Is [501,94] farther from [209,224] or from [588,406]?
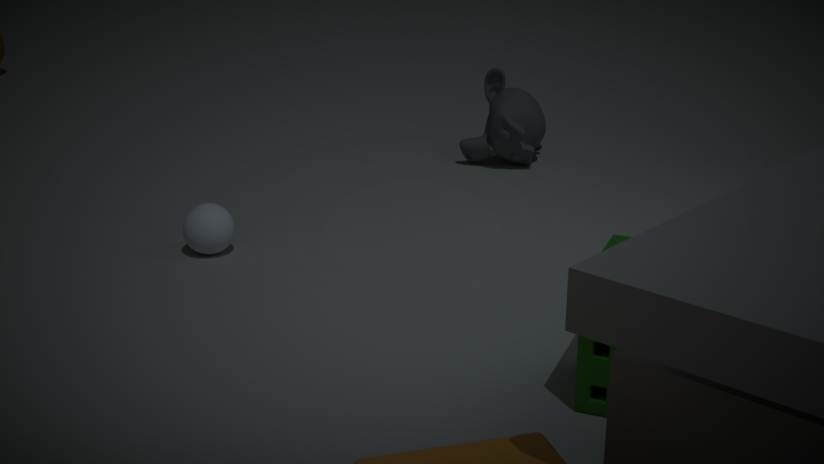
[588,406]
